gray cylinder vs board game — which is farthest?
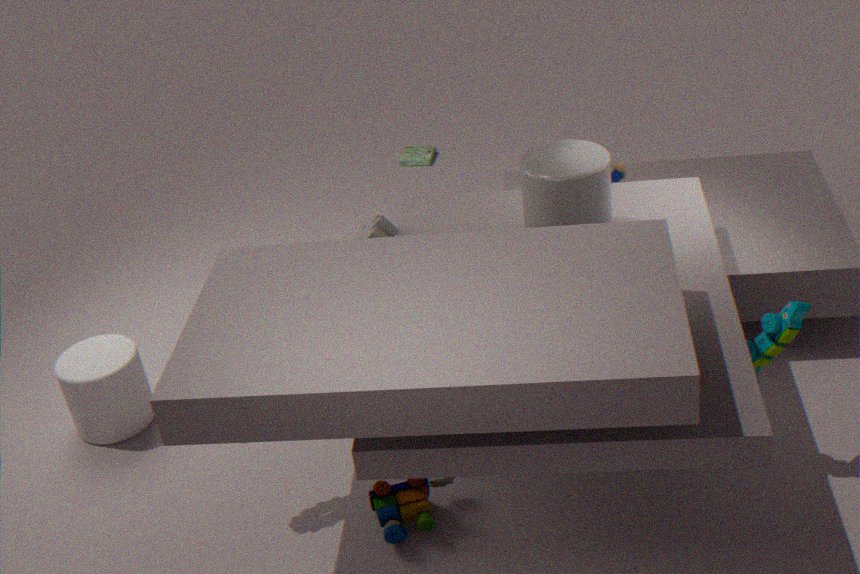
board game
